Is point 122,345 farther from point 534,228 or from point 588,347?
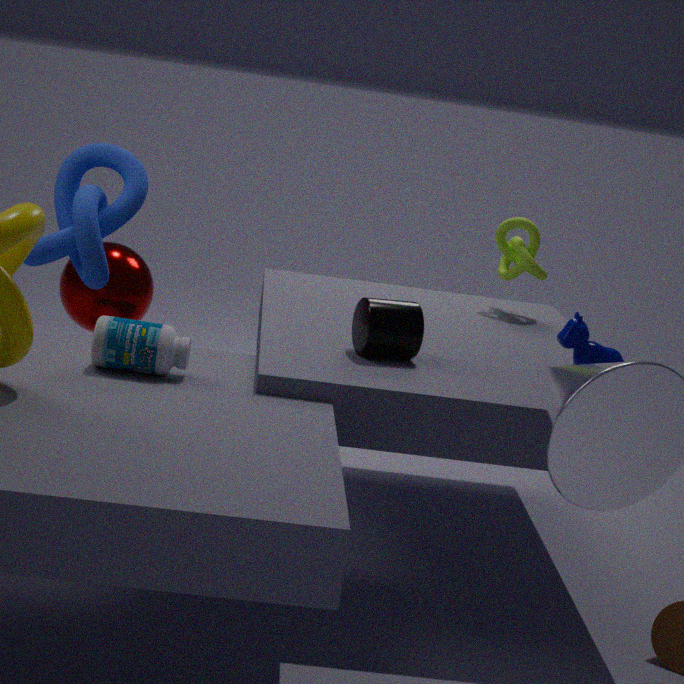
point 534,228
